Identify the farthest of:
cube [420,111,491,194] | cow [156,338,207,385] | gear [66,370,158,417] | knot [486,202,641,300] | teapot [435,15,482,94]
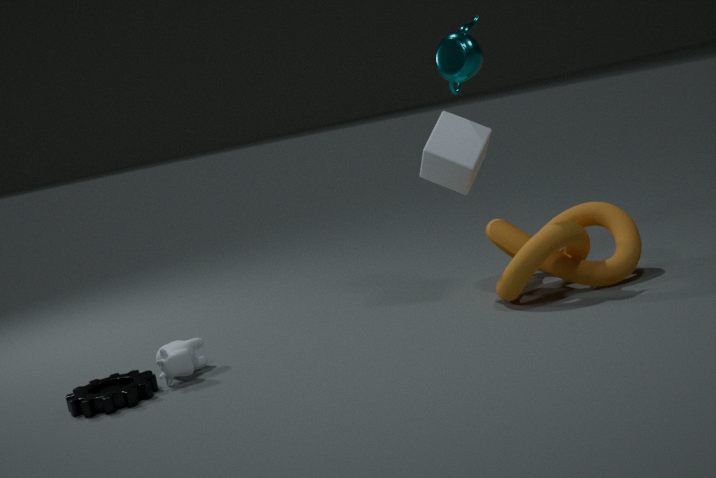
cube [420,111,491,194]
